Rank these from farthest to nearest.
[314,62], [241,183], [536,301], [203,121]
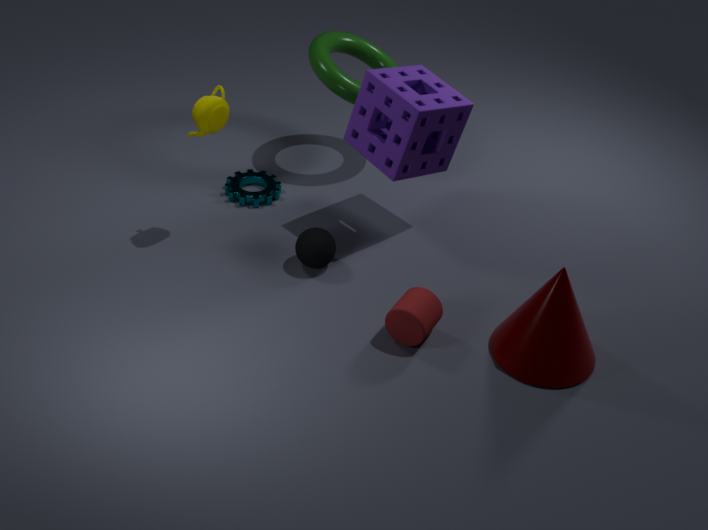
[241,183] < [314,62] < [203,121] < [536,301]
